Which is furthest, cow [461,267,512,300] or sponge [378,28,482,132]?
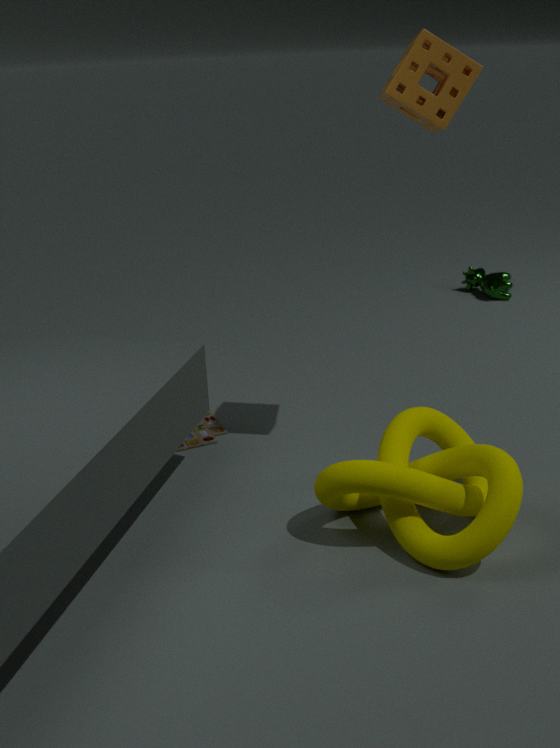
cow [461,267,512,300]
